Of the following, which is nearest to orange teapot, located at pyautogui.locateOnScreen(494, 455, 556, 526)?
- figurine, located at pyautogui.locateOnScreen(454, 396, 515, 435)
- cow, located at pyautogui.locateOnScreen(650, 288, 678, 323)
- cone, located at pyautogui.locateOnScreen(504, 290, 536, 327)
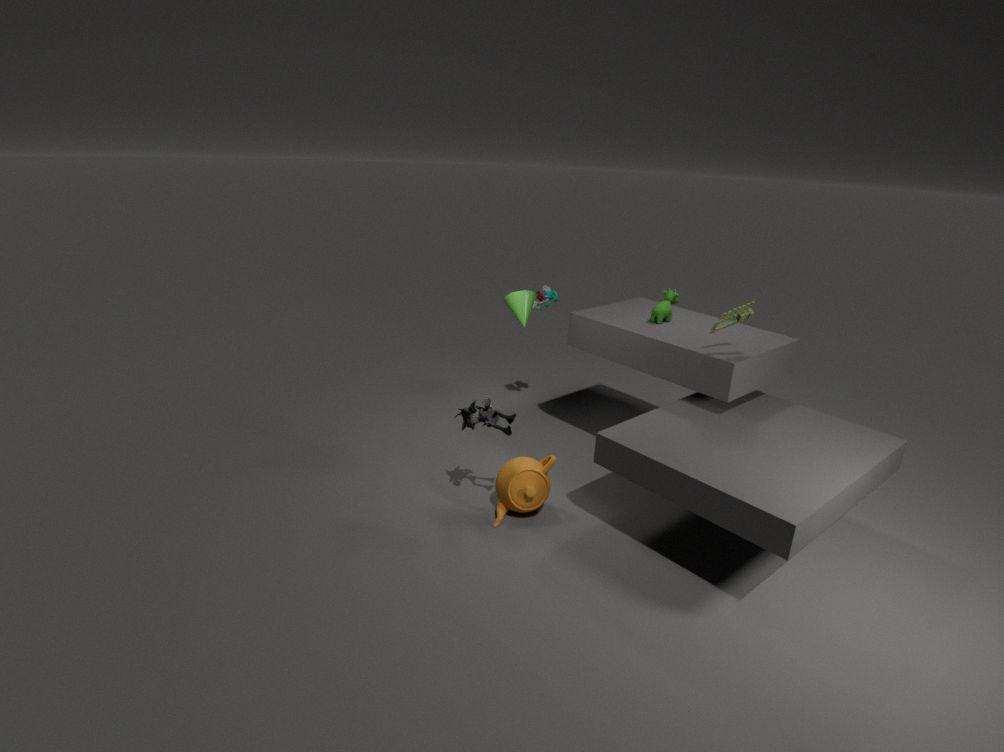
figurine, located at pyautogui.locateOnScreen(454, 396, 515, 435)
